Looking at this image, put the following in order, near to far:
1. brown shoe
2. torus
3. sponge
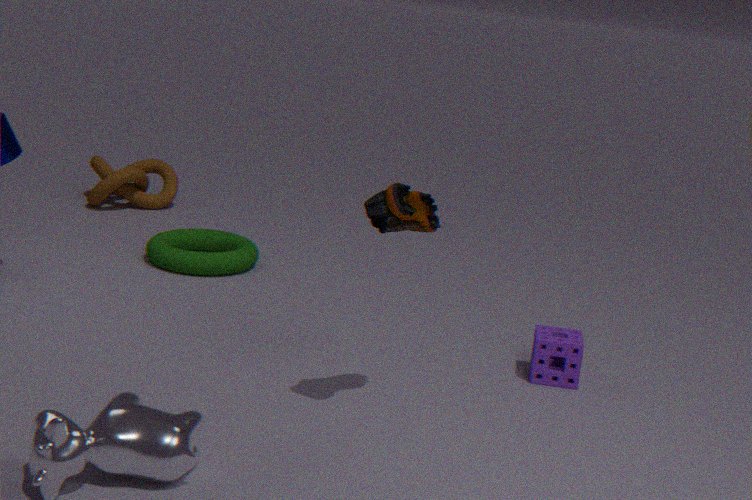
brown shoe
sponge
torus
